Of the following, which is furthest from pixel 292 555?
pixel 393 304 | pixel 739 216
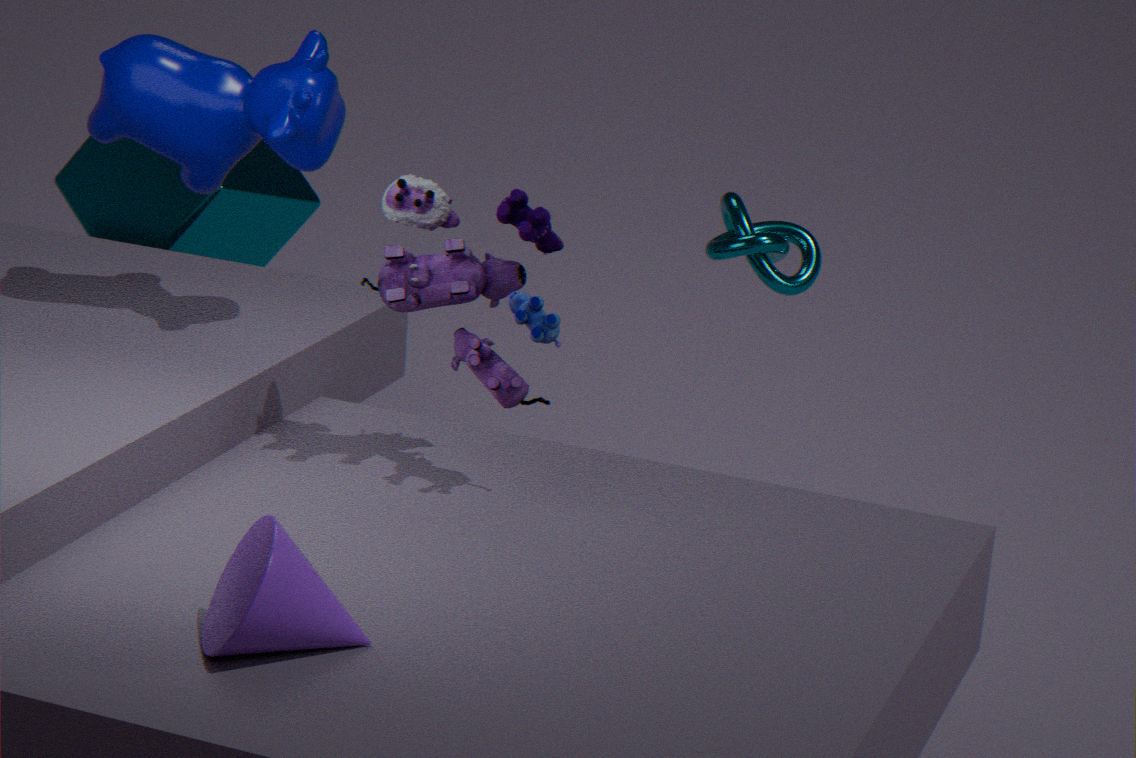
pixel 739 216
